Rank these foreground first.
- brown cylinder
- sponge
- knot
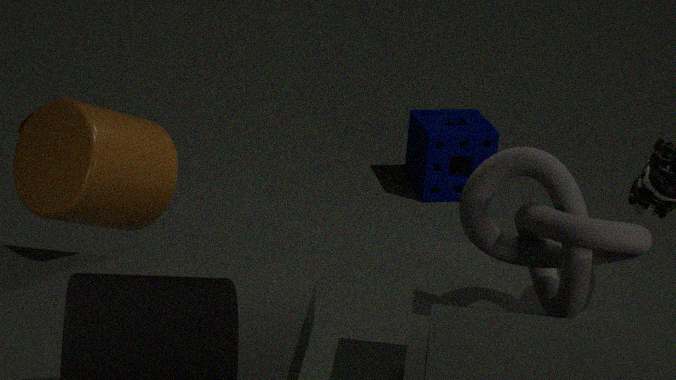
1. knot
2. brown cylinder
3. sponge
